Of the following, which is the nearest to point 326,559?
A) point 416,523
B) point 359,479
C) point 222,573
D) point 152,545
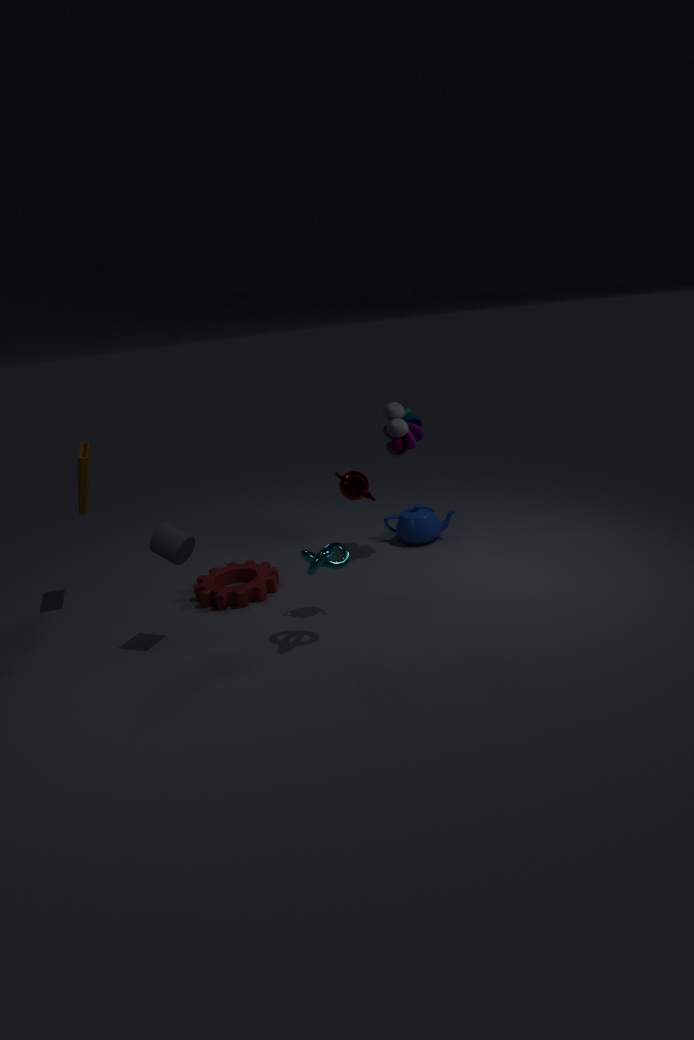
point 359,479
